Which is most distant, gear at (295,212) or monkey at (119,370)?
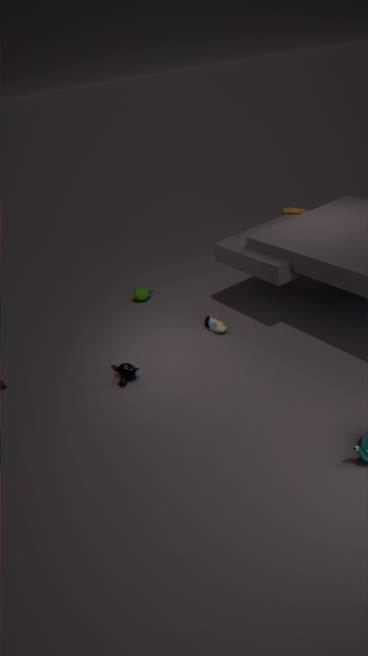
gear at (295,212)
